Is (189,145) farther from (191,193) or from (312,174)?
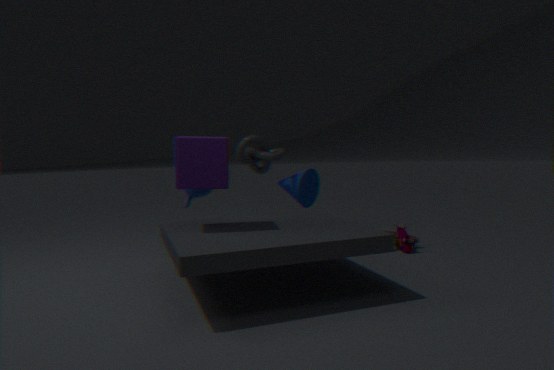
(312,174)
